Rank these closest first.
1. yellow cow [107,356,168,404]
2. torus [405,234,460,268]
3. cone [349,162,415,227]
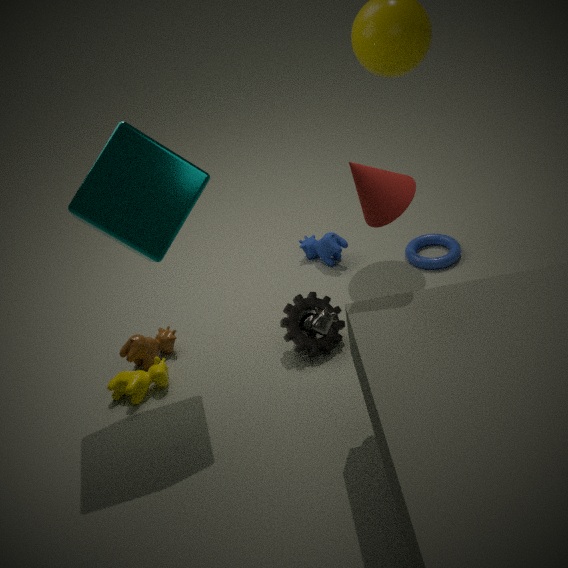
1. cone [349,162,415,227]
2. yellow cow [107,356,168,404]
3. torus [405,234,460,268]
